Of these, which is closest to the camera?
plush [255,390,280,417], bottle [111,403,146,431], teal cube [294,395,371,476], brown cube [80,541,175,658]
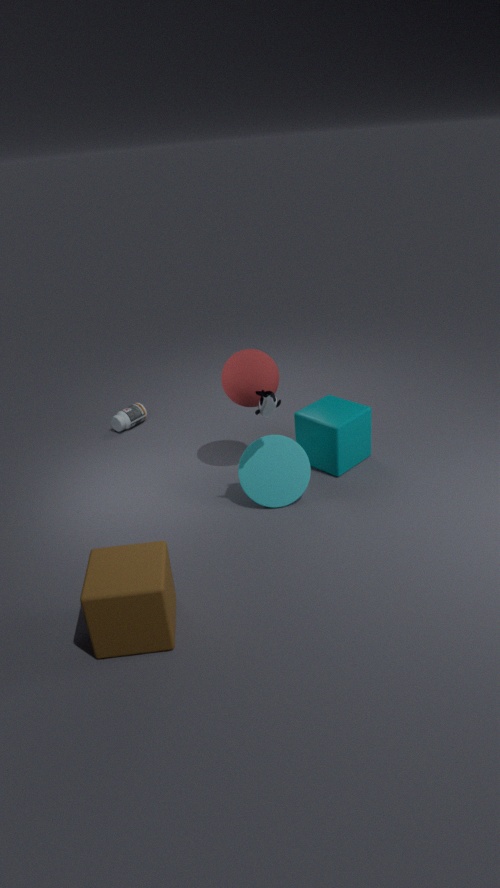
brown cube [80,541,175,658]
